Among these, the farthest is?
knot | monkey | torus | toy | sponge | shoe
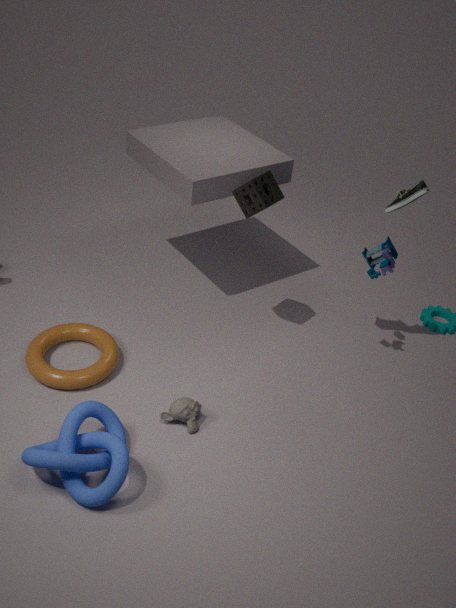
toy
